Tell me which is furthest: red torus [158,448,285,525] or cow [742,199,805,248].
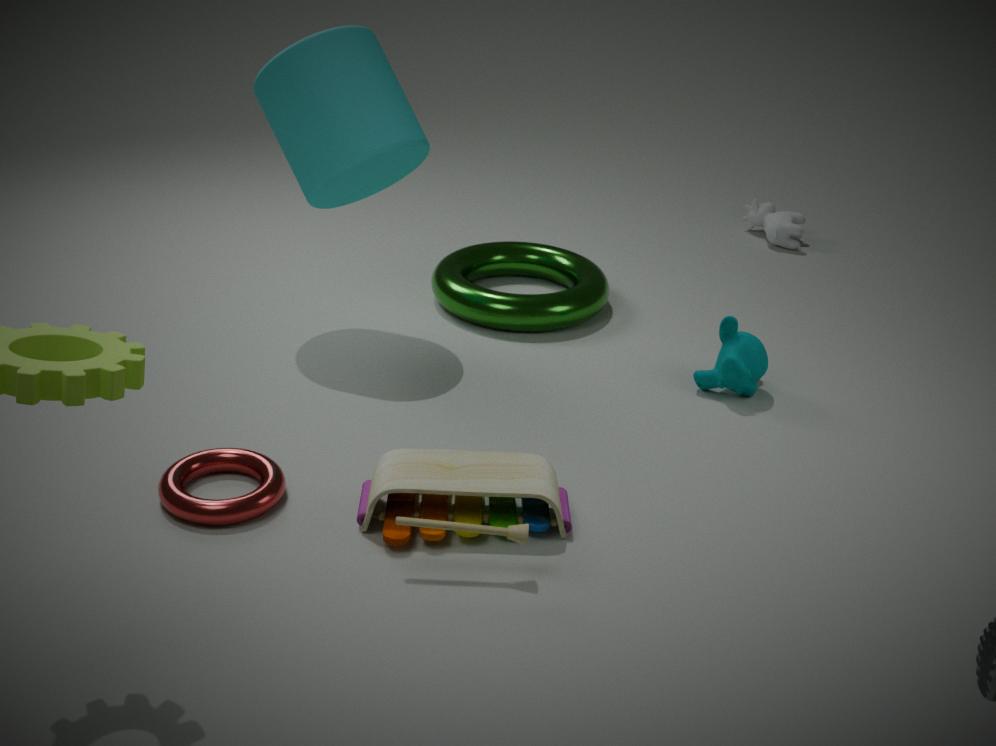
cow [742,199,805,248]
